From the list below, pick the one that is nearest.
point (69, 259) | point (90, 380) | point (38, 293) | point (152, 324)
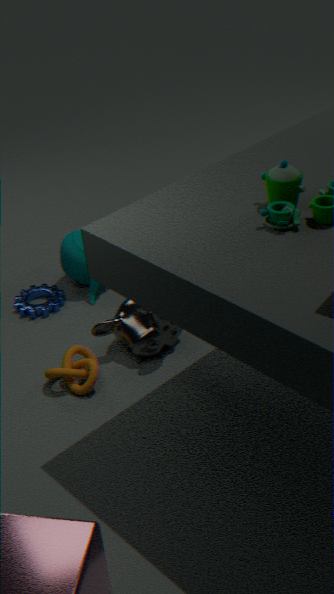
point (90, 380)
